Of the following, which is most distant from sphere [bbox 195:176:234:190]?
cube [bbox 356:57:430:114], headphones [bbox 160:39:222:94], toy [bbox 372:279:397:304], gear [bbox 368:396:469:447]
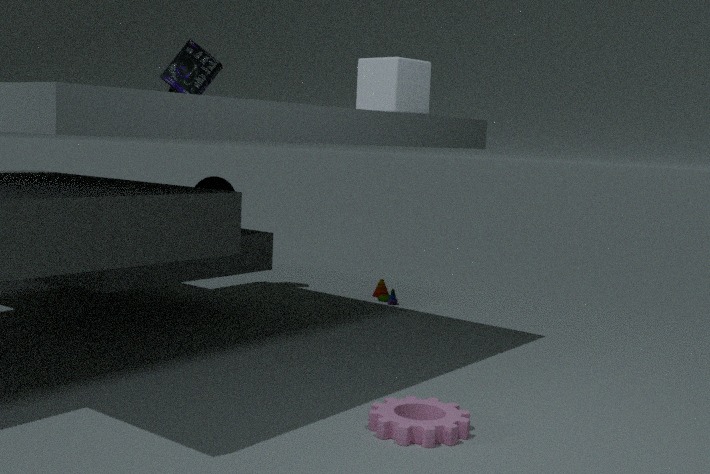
gear [bbox 368:396:469:447]
